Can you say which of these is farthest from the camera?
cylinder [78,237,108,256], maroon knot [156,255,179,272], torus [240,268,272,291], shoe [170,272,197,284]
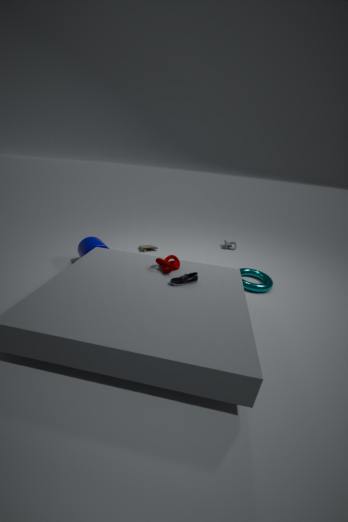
cylinder [78,237,108,256]
